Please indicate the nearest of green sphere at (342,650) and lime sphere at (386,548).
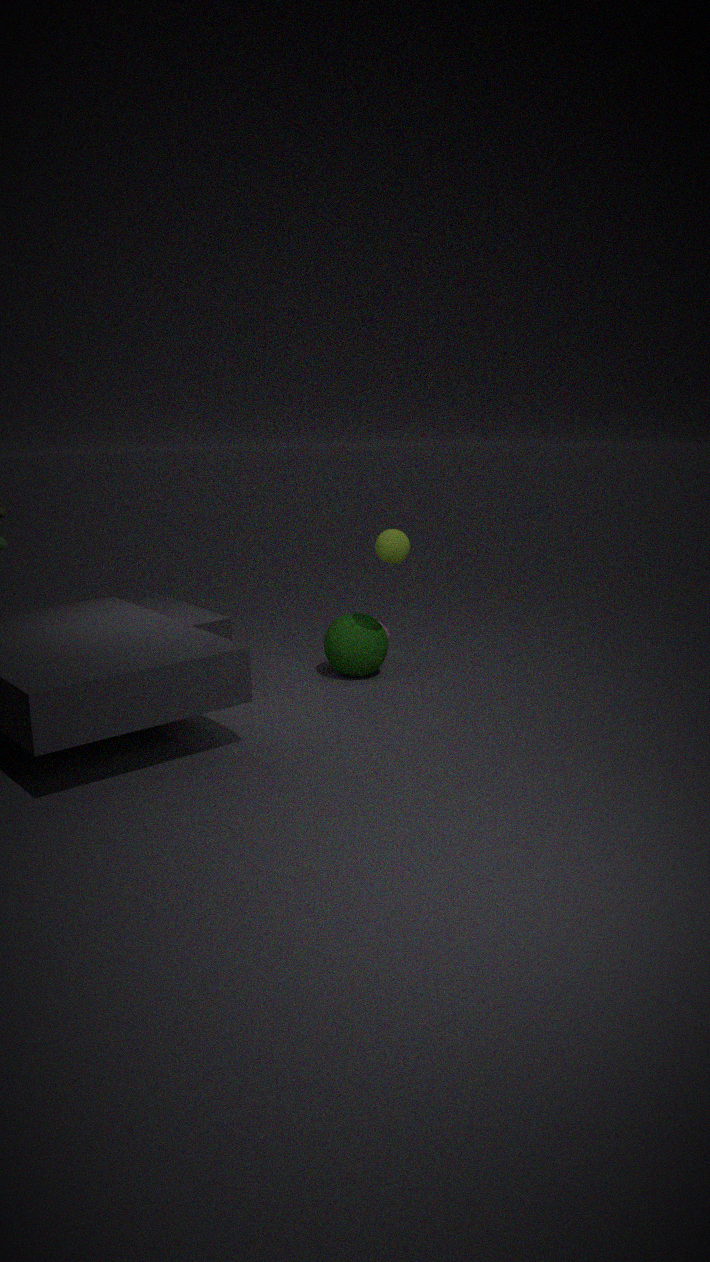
lime sphere at (386,548)
